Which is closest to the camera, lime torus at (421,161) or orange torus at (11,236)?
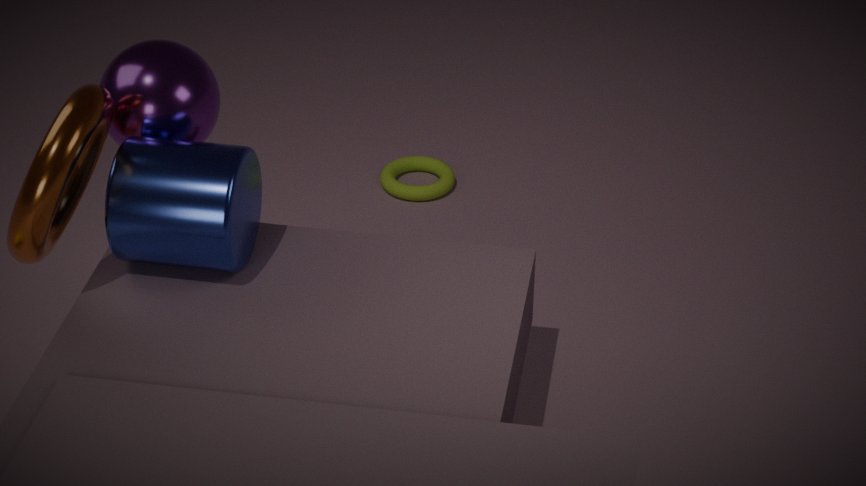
orange torus at (11,236)
